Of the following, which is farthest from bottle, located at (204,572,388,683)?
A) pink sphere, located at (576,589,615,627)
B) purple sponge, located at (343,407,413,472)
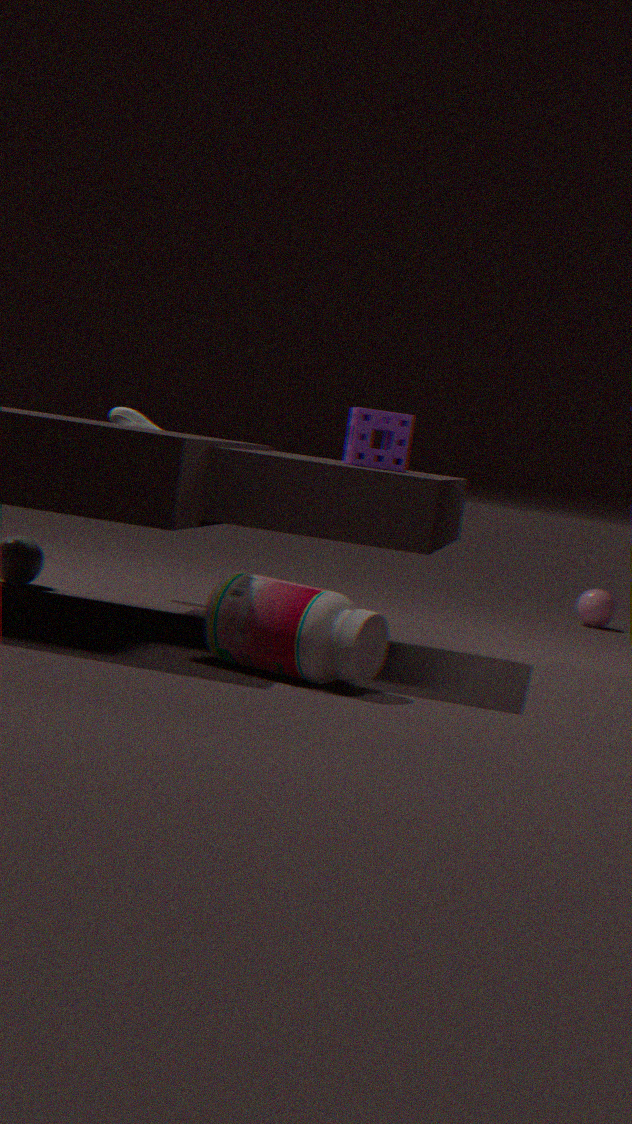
pink sphere, located at (576,589,615,627)
